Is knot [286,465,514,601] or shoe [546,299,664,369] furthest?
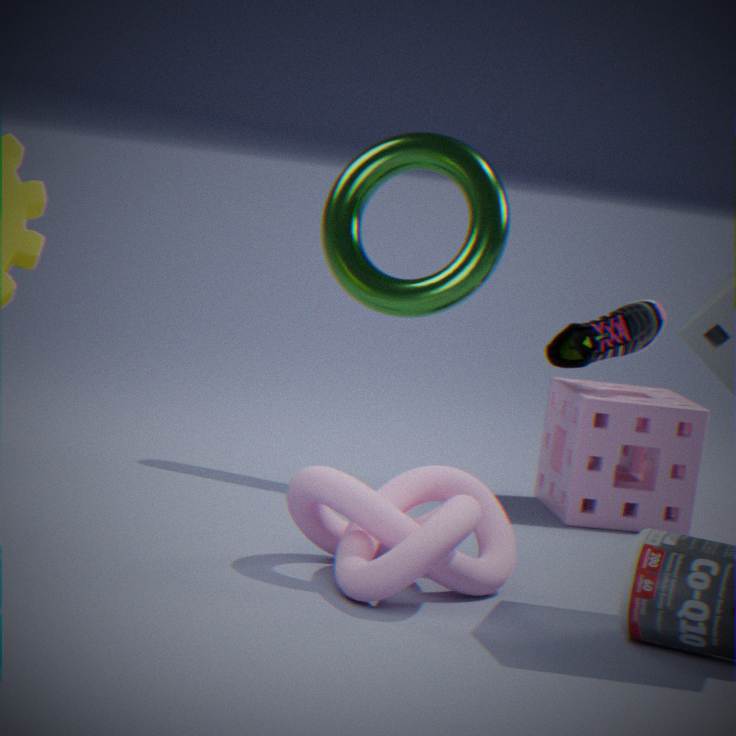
shoe [546,299,664,369]
